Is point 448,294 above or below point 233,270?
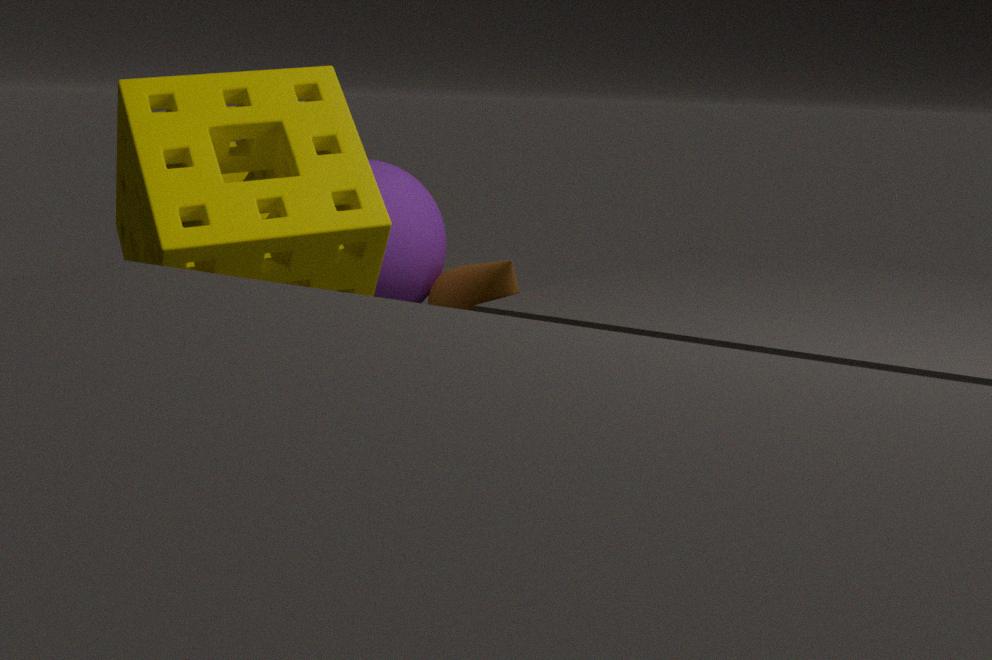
below
